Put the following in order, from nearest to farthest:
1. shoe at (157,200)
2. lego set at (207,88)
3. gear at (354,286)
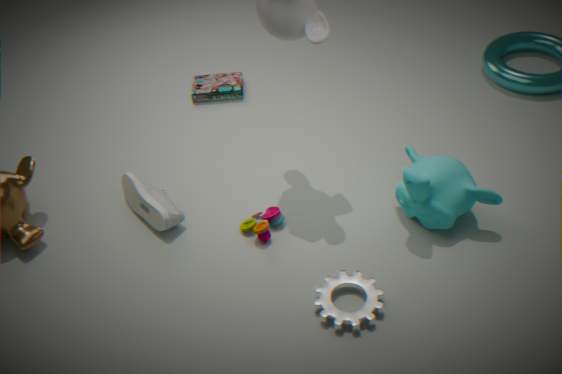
gear at (354,286)
shoe at (157,200)
lego set at (207,88)
